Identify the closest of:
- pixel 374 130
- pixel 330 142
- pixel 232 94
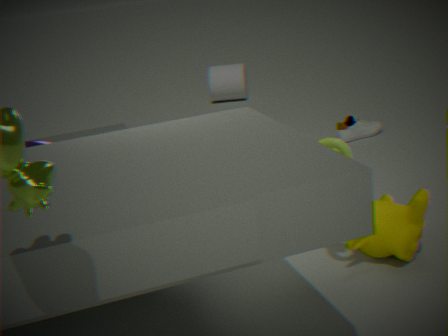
pixel 330 142
